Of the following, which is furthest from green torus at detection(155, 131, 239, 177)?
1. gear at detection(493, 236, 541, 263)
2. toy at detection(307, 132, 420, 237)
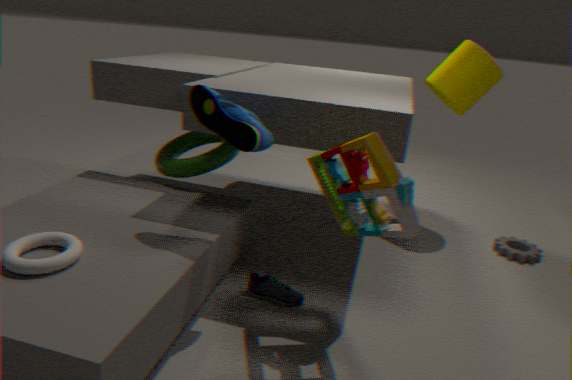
gear at detection(493, 236, 541, 263)
